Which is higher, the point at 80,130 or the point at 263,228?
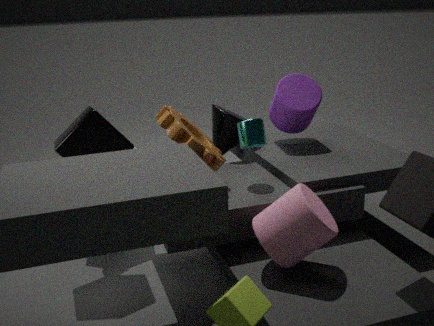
the point at 80,130
